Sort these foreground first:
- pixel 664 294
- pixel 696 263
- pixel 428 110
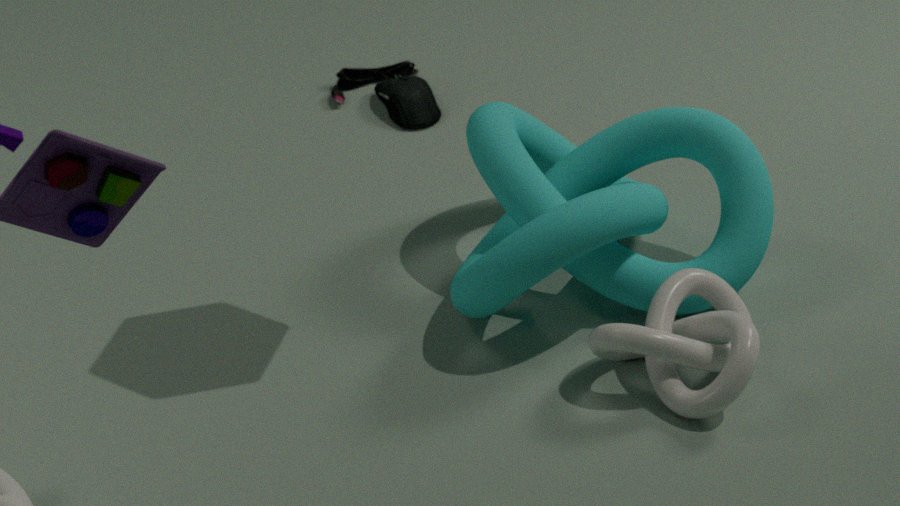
pixel 664 294 → pixel 696 263 → pixel 428 110
